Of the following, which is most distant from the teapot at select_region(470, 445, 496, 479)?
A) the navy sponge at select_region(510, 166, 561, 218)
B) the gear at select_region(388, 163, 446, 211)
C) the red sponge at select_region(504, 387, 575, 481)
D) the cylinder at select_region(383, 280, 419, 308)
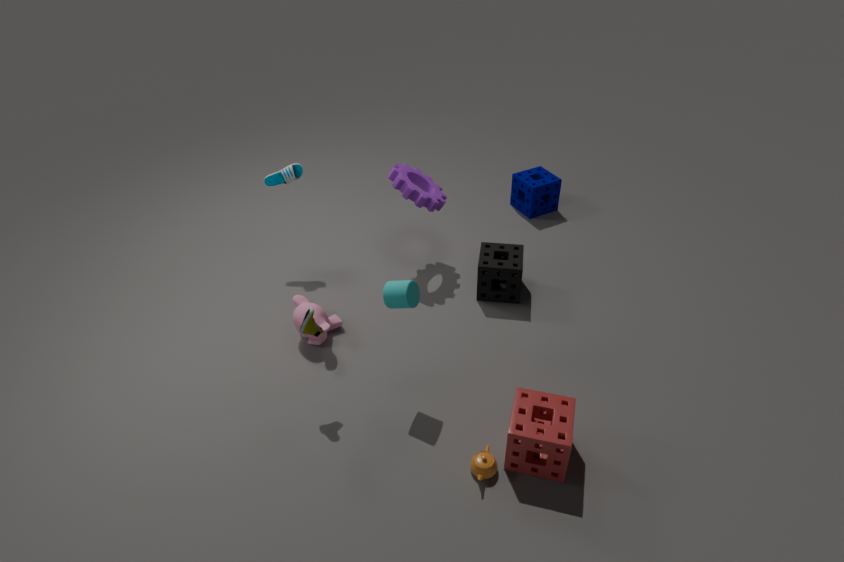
the navy sponge at select_region(510, 166, 561, 218)
